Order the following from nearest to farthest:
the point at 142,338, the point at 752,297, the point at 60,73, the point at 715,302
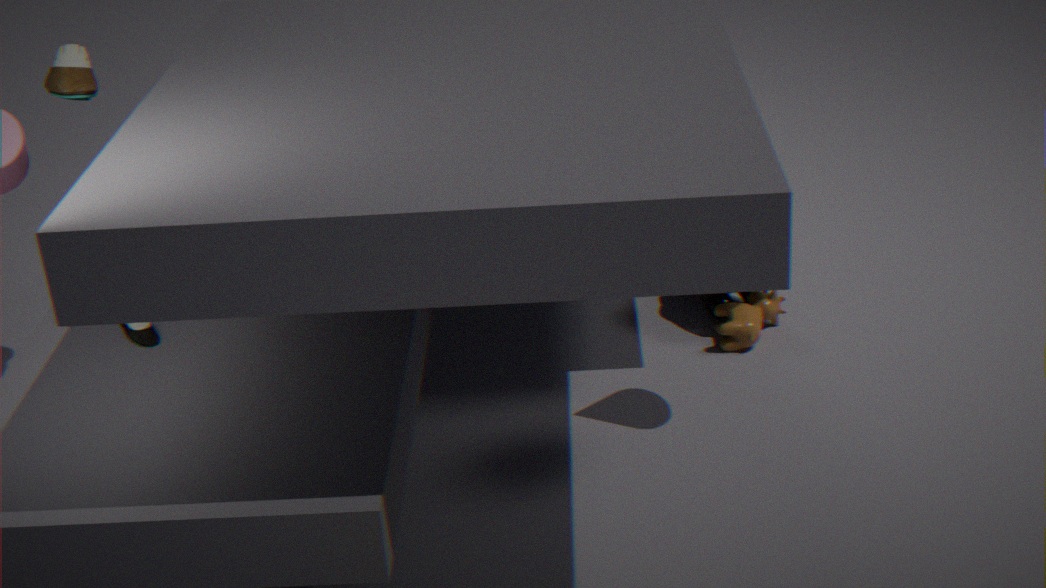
the point at 60,73 → the point at 142,338 → the point at 752,297 → the point at 715,302
